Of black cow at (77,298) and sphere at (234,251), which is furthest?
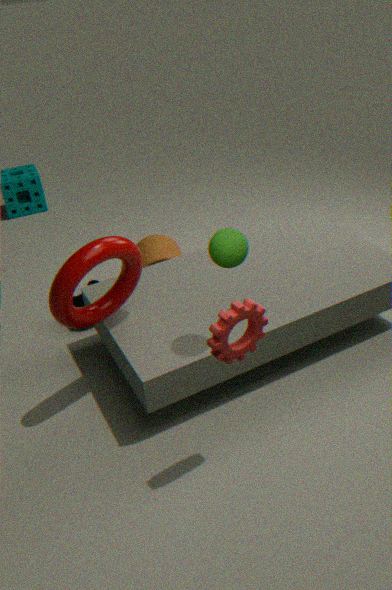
black cow at (77,298)
